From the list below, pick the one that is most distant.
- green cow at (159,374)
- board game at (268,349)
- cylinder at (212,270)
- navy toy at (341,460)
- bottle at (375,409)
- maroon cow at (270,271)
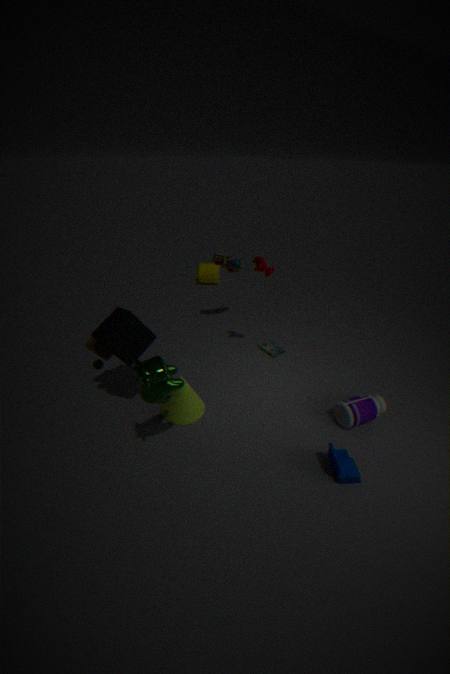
cylinder at (212,270)
